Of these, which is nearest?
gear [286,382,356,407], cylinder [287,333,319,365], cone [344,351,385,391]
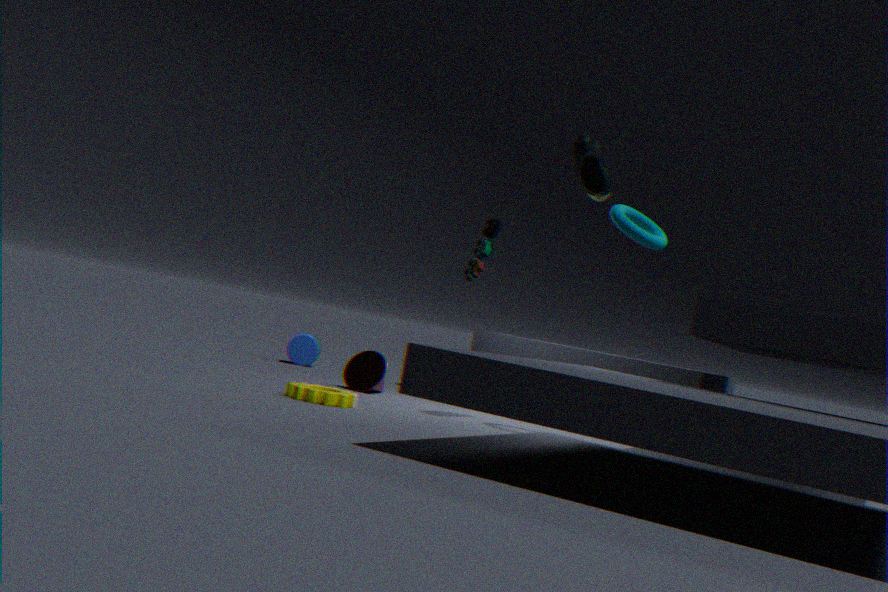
gear [286,382,356,407]
